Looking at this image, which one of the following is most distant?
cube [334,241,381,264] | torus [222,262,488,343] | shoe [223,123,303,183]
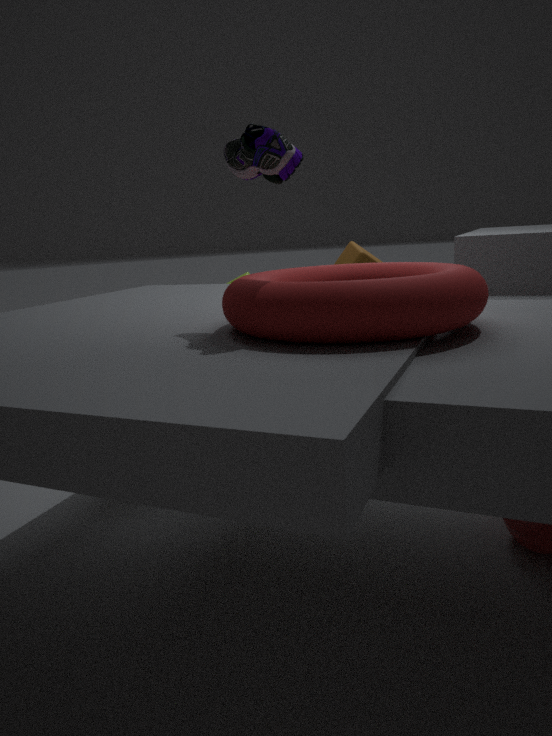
cube [334,241,381,264]
